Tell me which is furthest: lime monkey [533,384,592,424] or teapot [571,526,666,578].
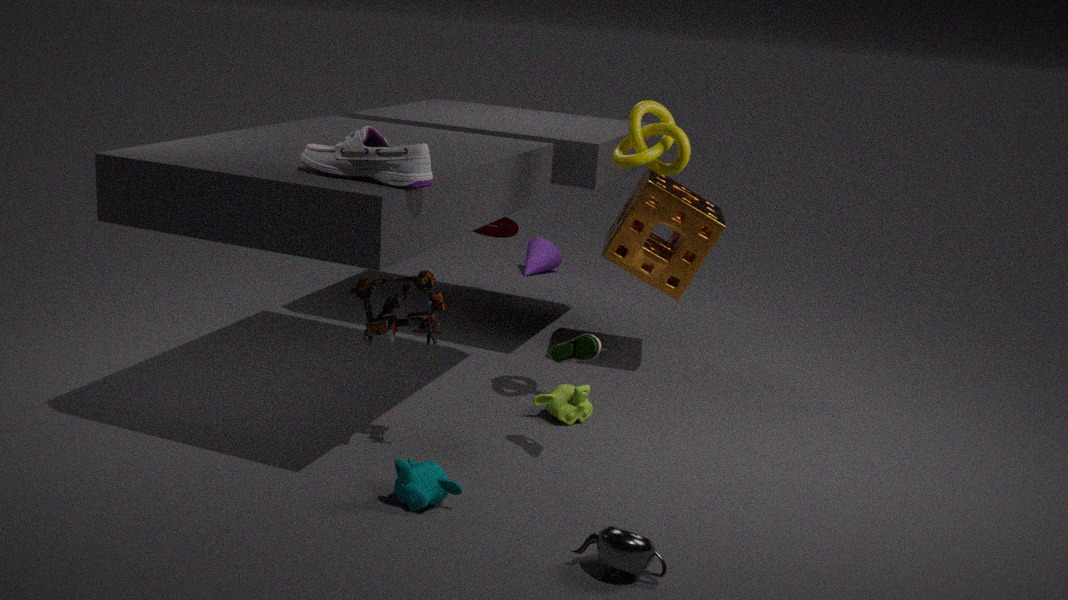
lime monkey [533,384,592,424]
